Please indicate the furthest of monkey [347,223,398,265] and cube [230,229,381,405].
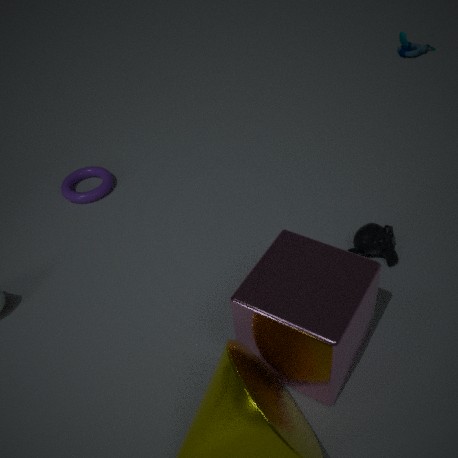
monkey [347,223,398,265]
